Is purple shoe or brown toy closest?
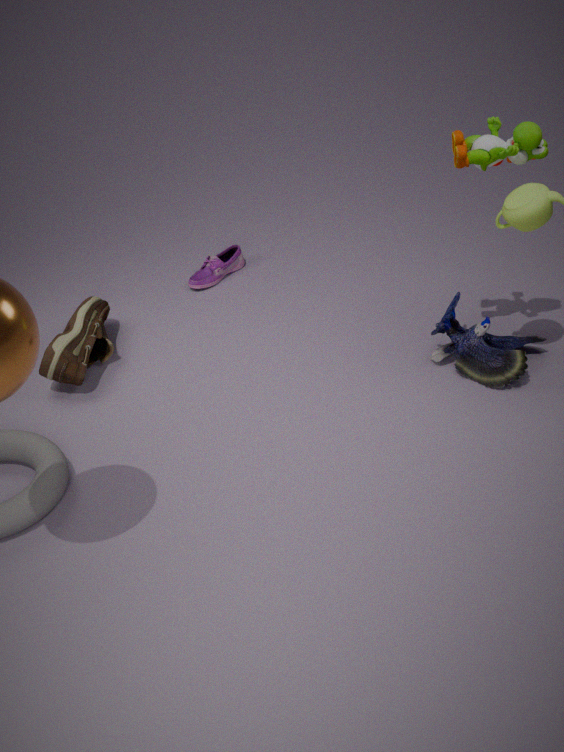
brown toy
